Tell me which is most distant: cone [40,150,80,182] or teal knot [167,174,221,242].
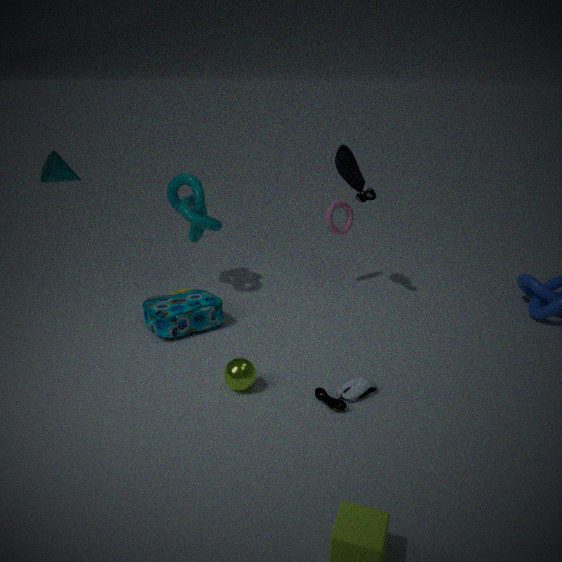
teal knot [167,174,221,242]
